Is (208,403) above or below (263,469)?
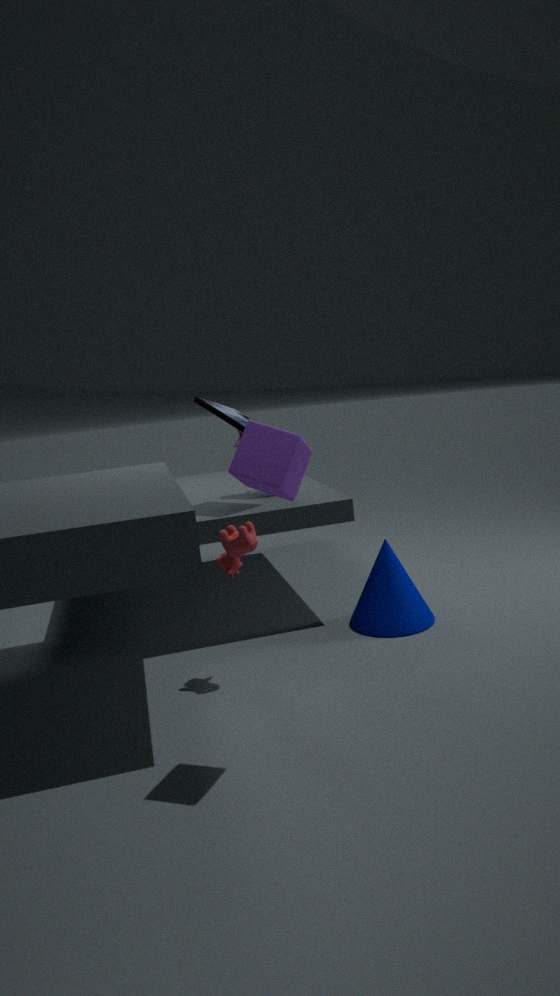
above
